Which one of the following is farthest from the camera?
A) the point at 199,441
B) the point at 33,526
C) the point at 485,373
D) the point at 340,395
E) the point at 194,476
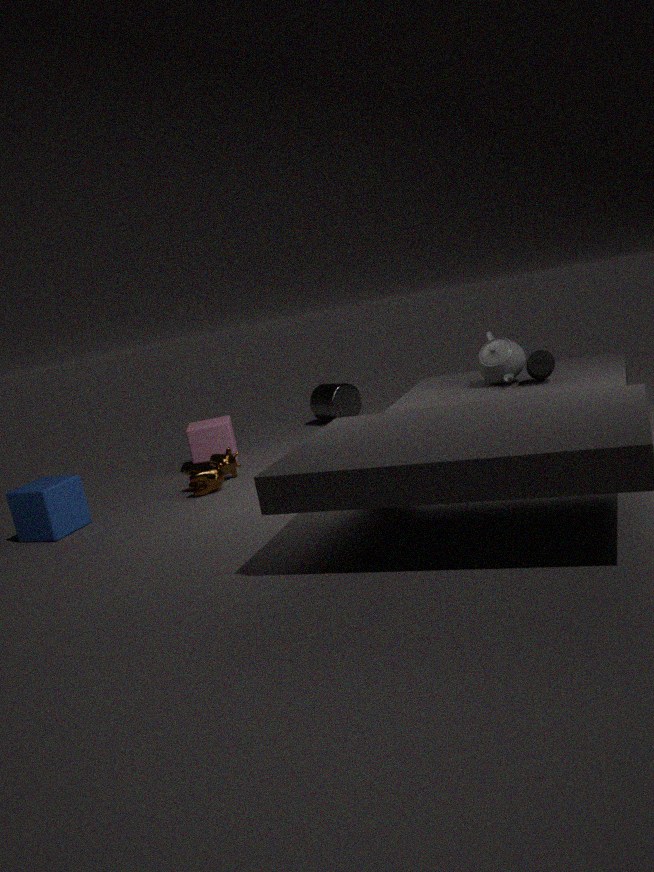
D. the point at 340,395
